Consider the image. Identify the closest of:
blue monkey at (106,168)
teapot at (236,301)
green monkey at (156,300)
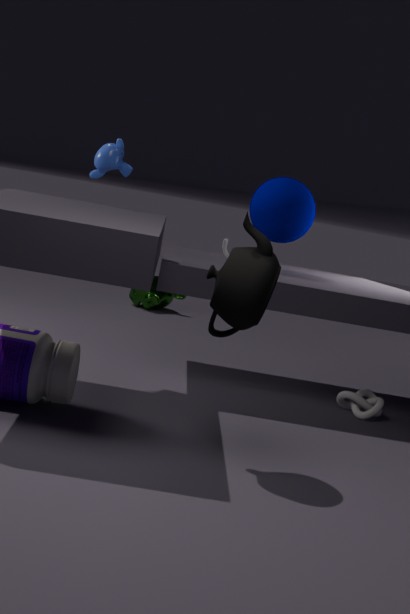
teapot at (236,301)
